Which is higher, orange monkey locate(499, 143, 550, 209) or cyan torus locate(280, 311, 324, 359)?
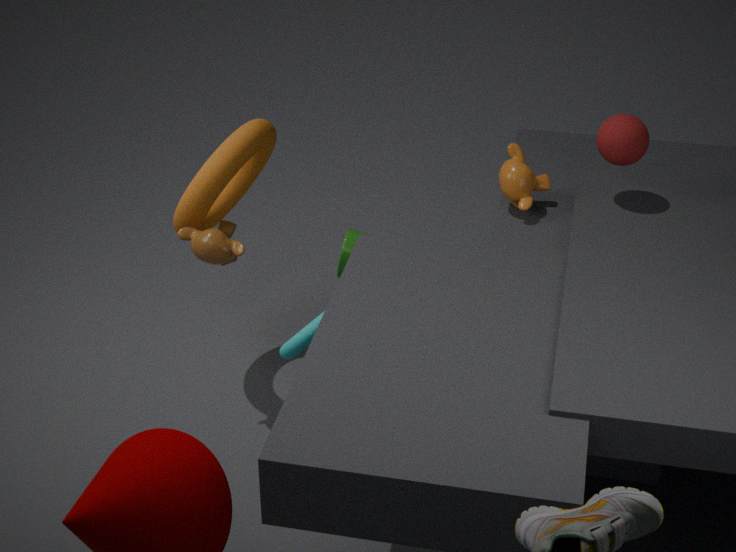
orange monkey locate(499, 143, 550, 209)
